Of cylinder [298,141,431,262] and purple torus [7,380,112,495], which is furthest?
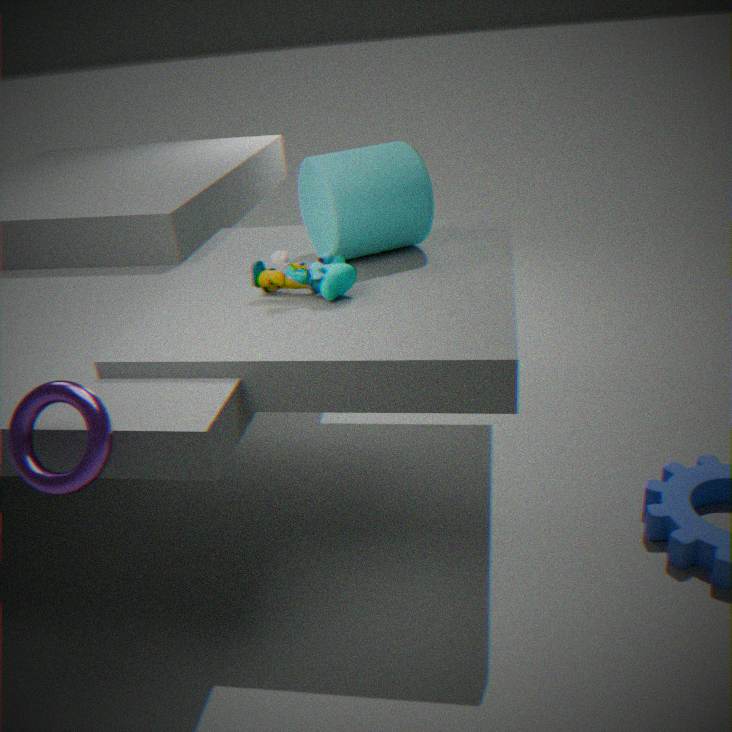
cylinder [298,141,431,262]
